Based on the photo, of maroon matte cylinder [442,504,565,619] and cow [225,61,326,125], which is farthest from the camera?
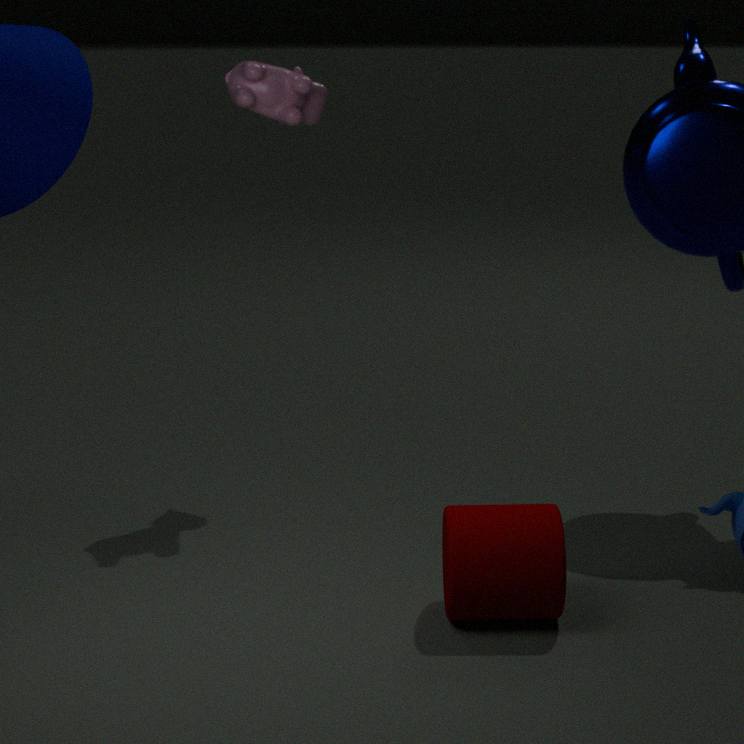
cow [225,61,326,125]
